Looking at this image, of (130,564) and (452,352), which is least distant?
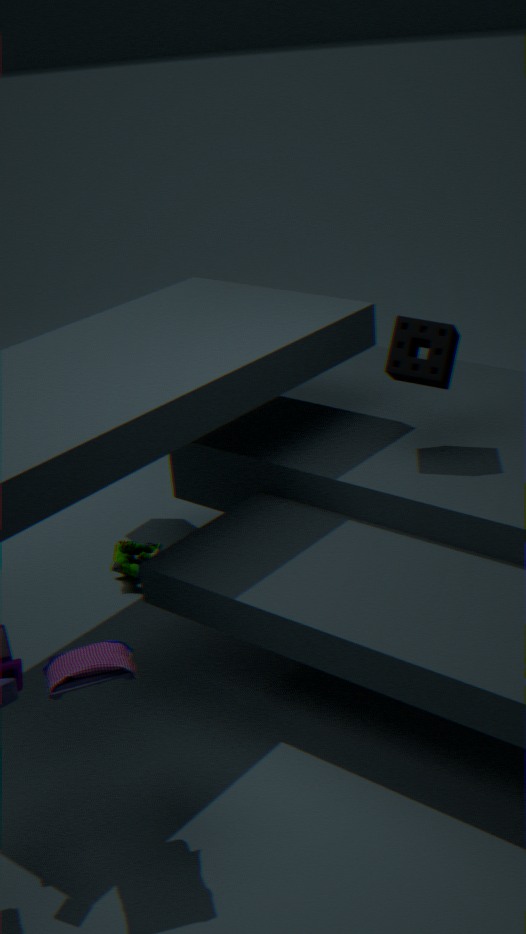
(452,352)
